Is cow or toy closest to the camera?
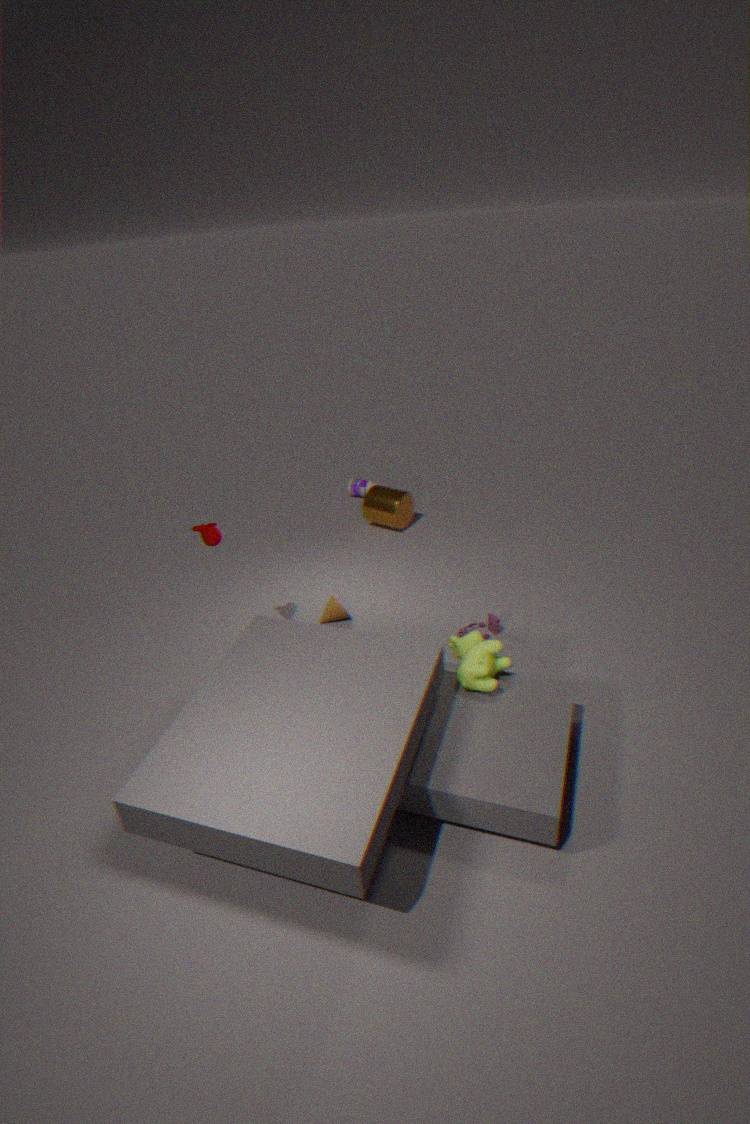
cow
